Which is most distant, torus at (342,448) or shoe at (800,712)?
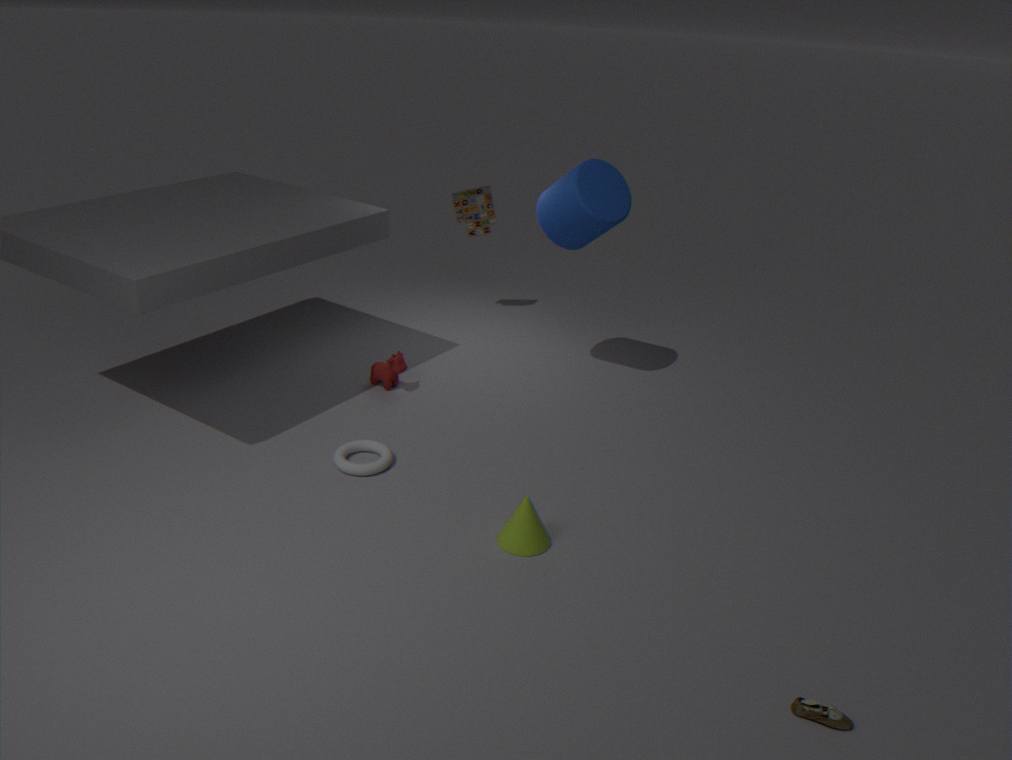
torus at (342,448)
